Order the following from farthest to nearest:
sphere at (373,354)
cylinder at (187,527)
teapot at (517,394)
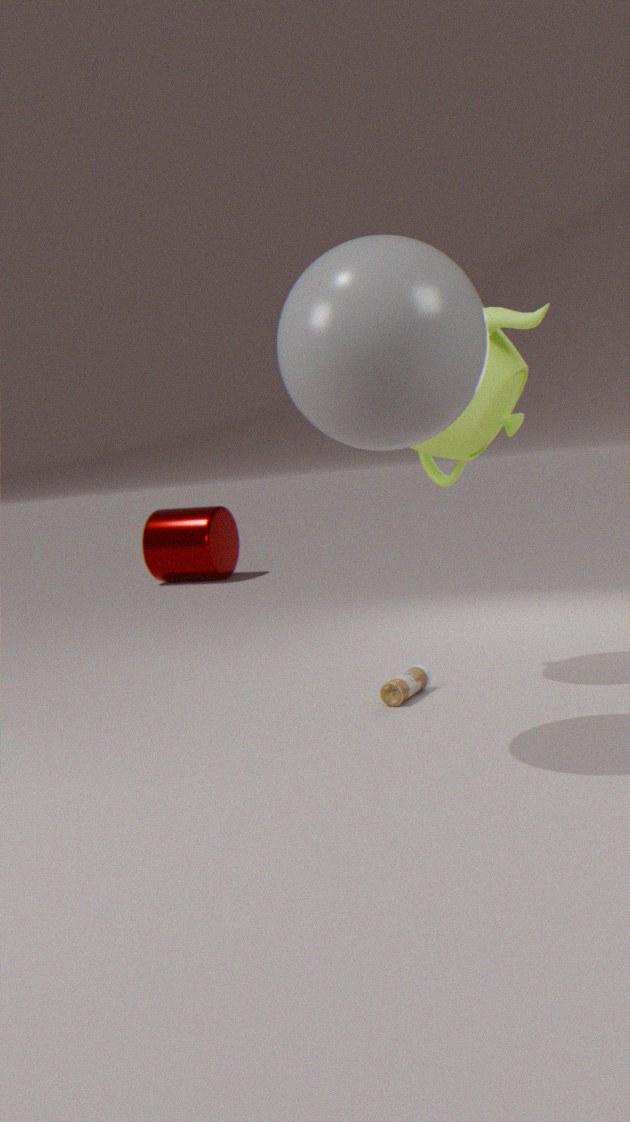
cylinder at (187,527) < teapot at (517,394) < sphere at (373,354)
